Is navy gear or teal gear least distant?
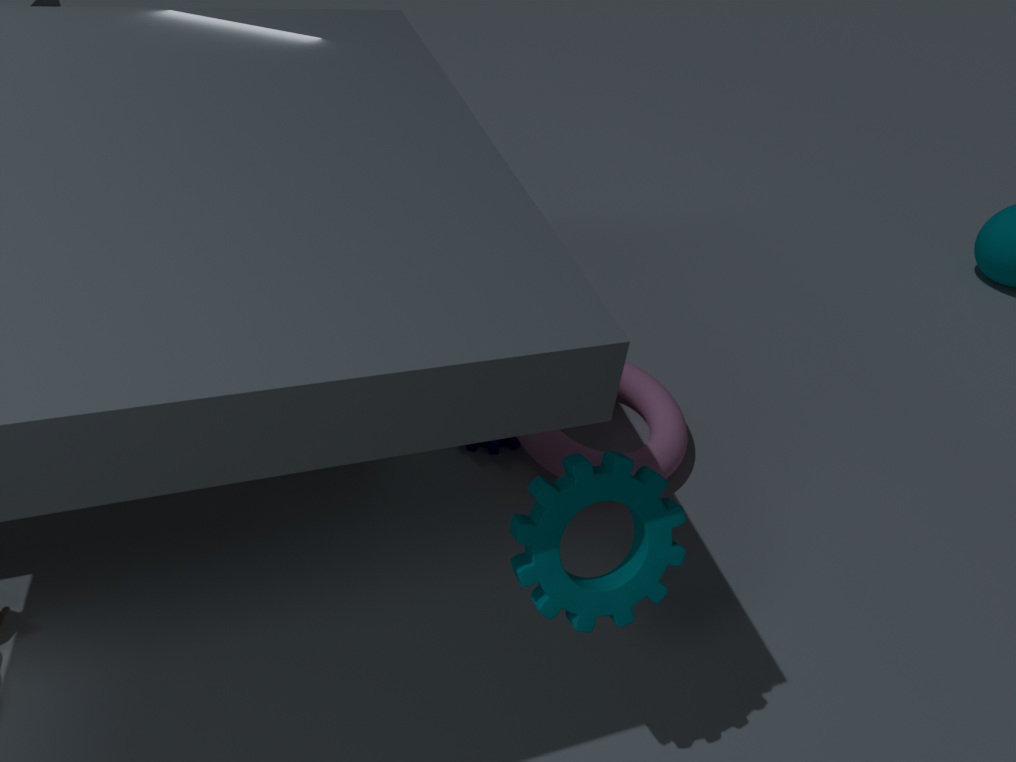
teal gear
